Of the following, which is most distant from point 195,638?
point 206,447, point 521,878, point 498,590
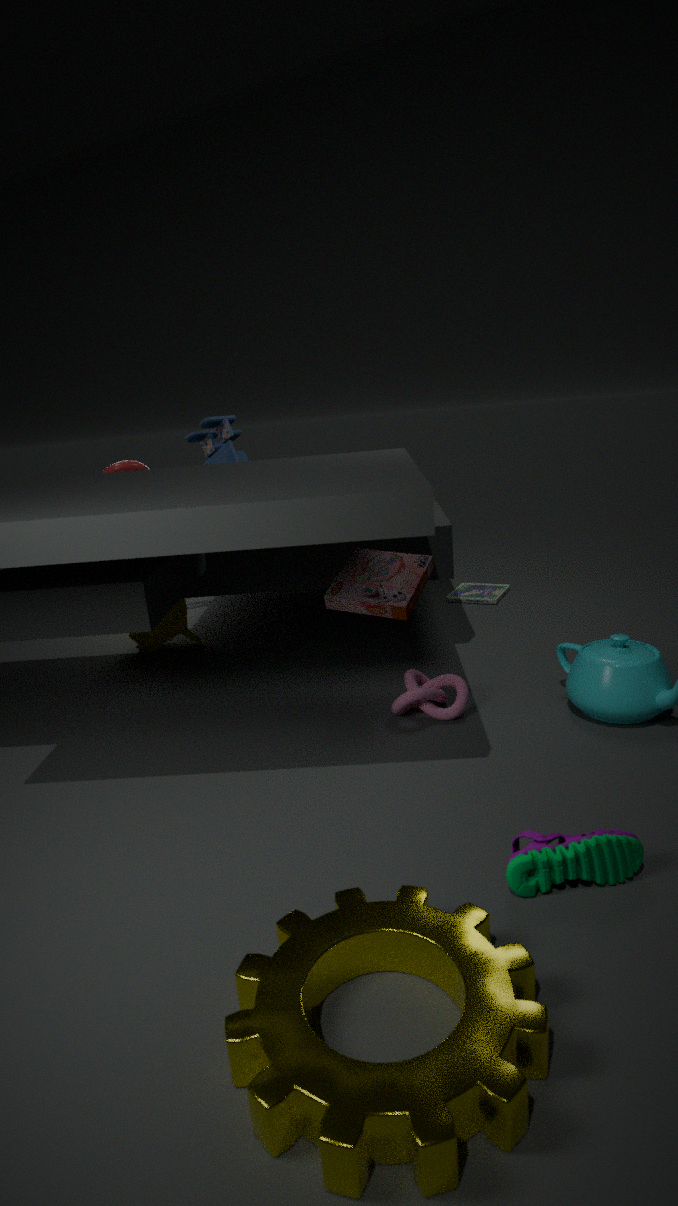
point 521,878
